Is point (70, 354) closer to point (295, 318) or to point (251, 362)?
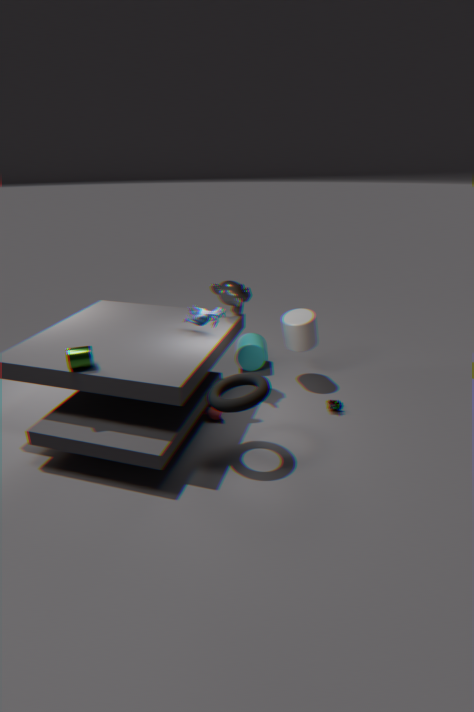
point (251, 362)
